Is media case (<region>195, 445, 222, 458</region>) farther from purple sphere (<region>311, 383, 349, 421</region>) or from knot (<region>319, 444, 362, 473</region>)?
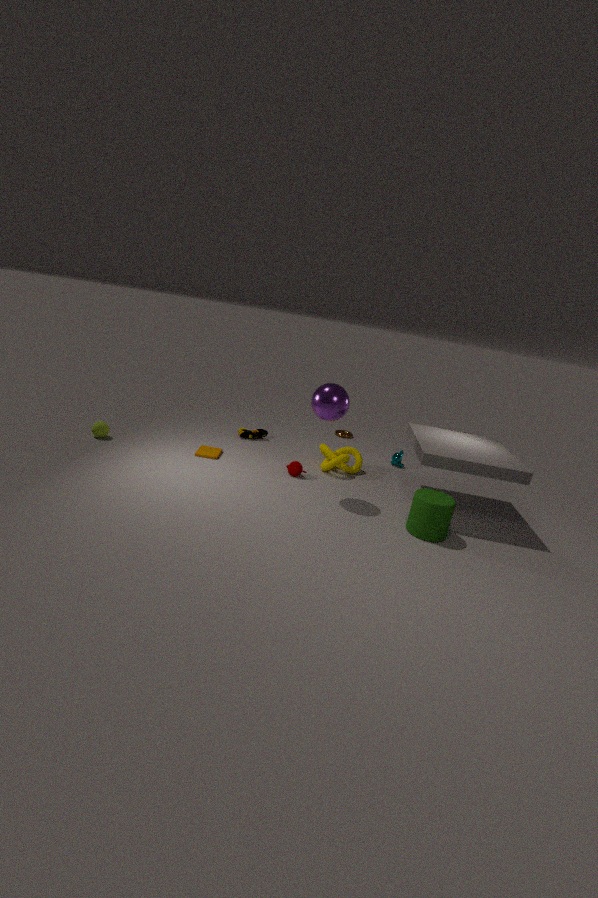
purple sphere (<region>311, 383, 349, 421</region>)
